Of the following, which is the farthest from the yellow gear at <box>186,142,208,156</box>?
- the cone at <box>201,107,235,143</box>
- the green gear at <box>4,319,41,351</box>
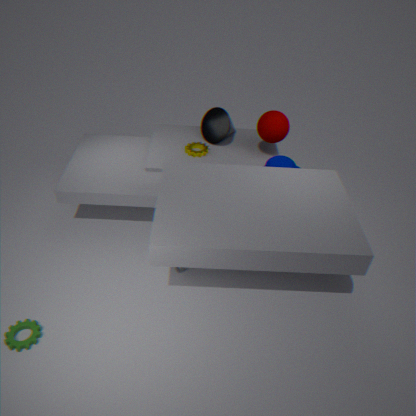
the green gear at <box>4,319,41,351</box>
